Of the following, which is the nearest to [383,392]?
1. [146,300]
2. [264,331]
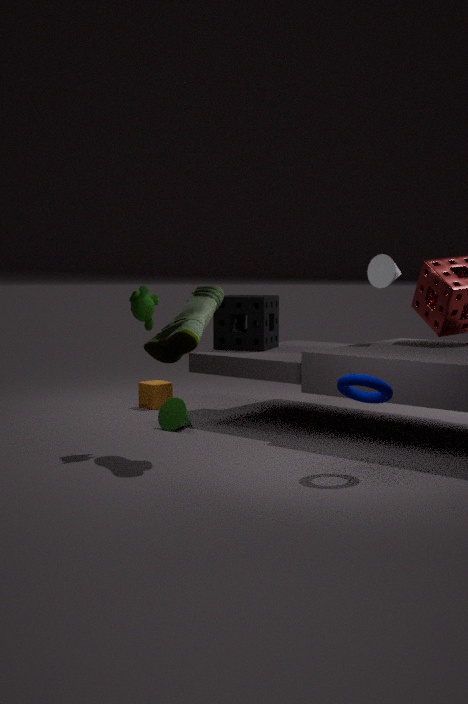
[146,300]
